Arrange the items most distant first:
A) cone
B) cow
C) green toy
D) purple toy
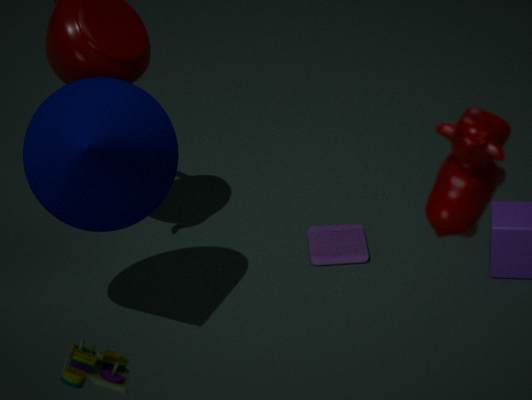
purple toy < cone < green toy < cow
